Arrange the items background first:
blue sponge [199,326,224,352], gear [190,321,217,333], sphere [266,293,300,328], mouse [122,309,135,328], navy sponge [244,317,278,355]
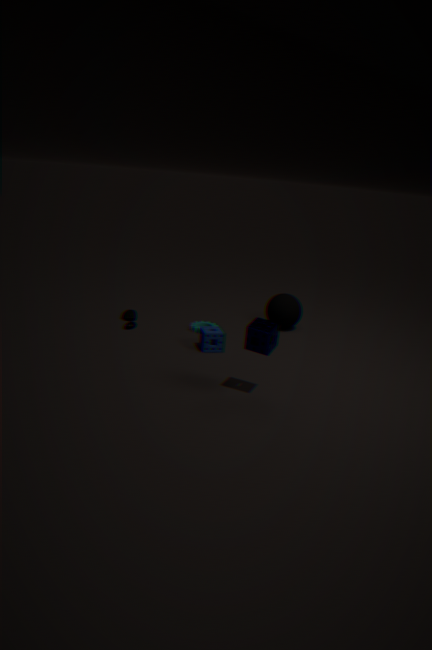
1. sphere [266,293,300,328]
2. gear [190,321,217,333]
3. mouse [122,309,135,328]
4. blue sponge [199,326,224,352]
5. navy sponge [244,317,278,355]
